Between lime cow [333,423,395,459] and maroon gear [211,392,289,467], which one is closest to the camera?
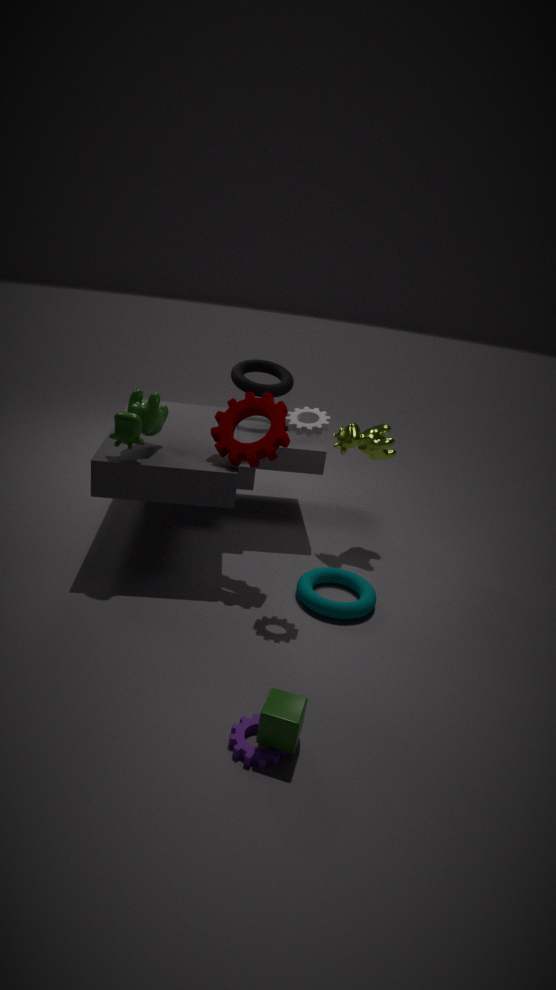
maroon gear [211,392,289,467]
